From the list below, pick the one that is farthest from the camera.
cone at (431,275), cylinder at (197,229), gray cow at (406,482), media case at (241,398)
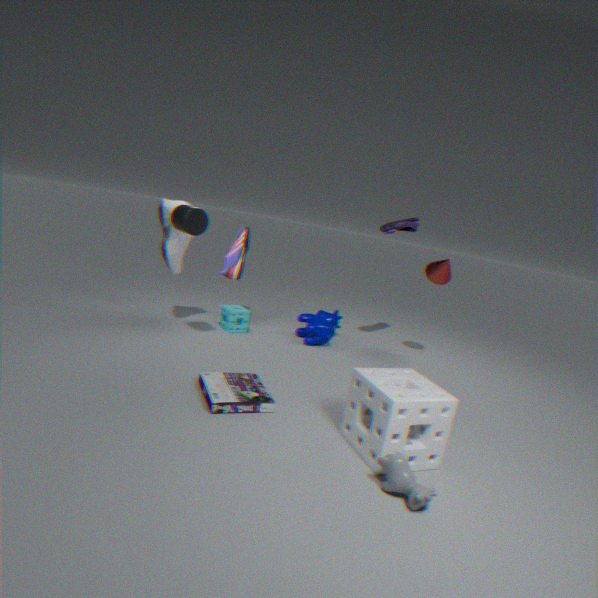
cone at (431,275)
